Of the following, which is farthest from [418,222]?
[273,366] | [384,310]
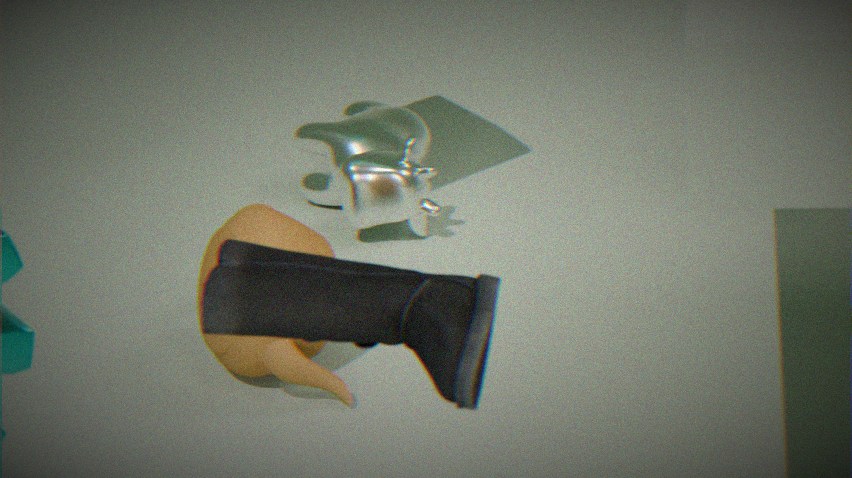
[384,310]
